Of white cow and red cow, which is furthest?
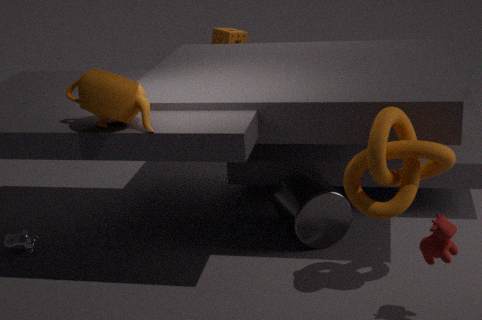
white cow
